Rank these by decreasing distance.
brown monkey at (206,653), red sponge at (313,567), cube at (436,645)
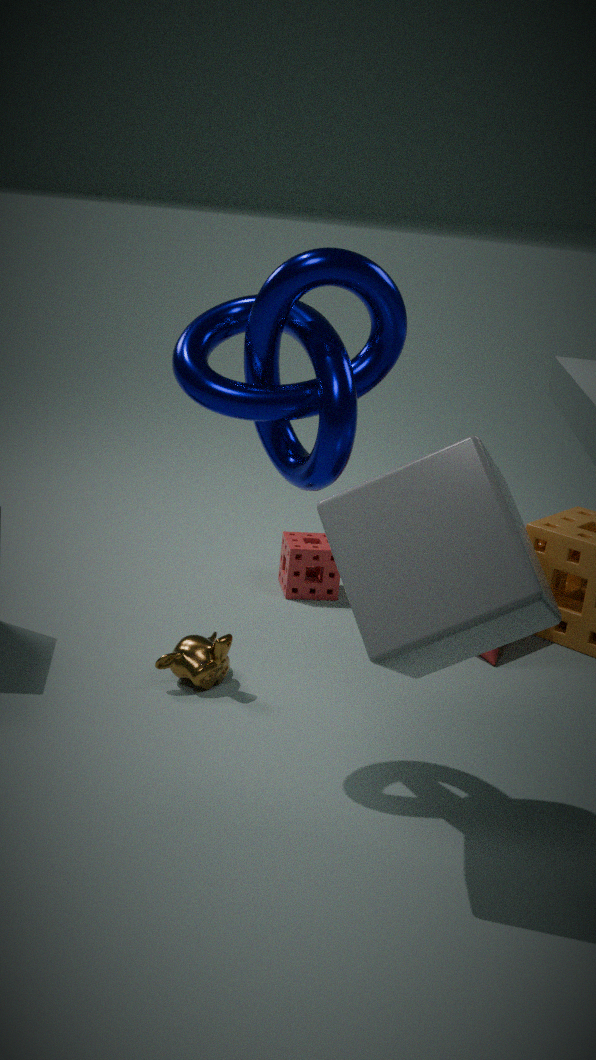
red sponge at (313,567) → brown monkey at (206,653) → cube at (436,645)
